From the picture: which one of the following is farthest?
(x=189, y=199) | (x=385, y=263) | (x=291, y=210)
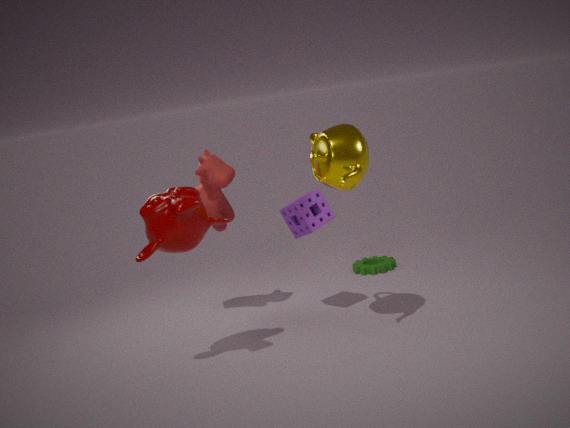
(x=385, y=263)
